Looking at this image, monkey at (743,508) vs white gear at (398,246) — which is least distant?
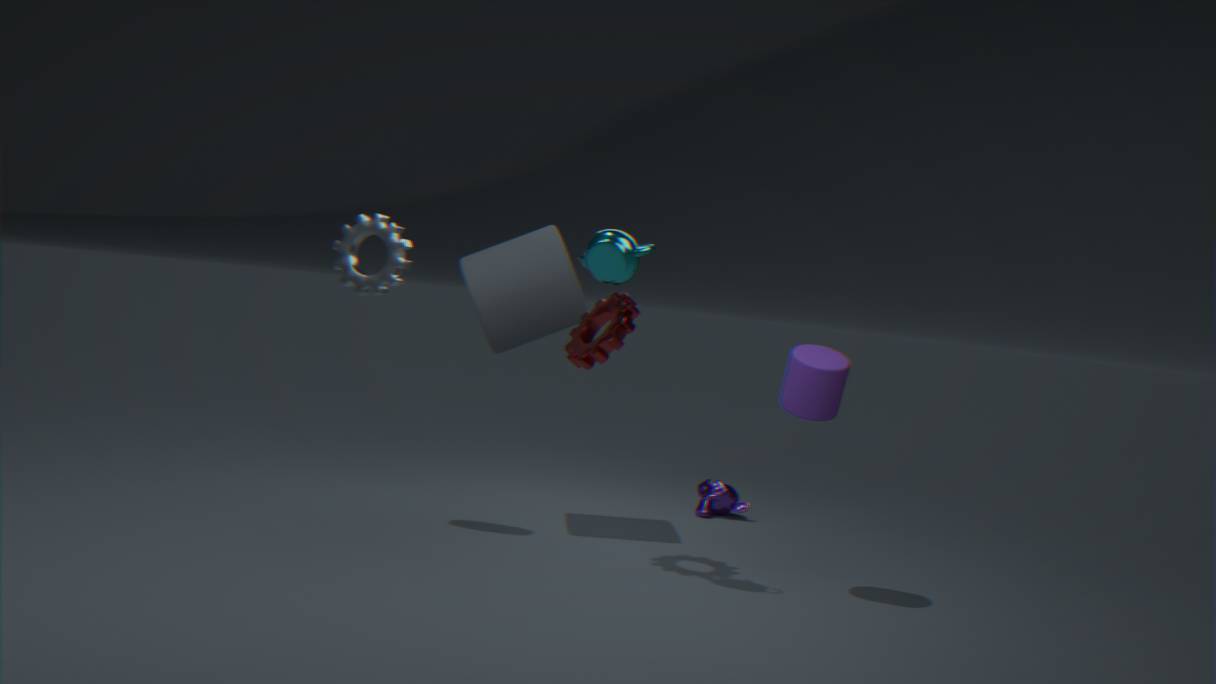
white gear at (398,246)
